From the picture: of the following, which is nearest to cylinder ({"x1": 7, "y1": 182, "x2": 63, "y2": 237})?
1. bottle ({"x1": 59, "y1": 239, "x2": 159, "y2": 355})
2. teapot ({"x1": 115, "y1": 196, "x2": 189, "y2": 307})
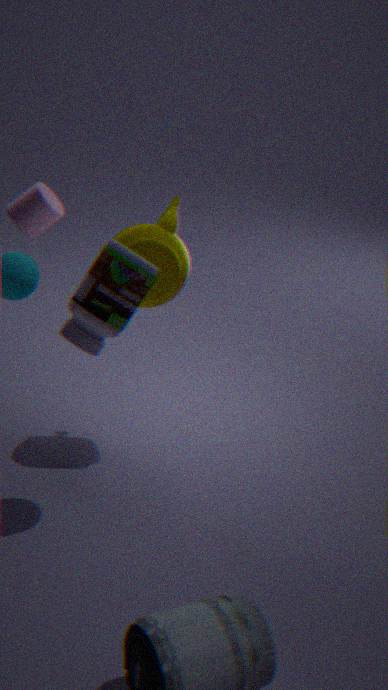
teapot ({"x1": 115, "y1": 196, "x2": 189, "y2": 307})
